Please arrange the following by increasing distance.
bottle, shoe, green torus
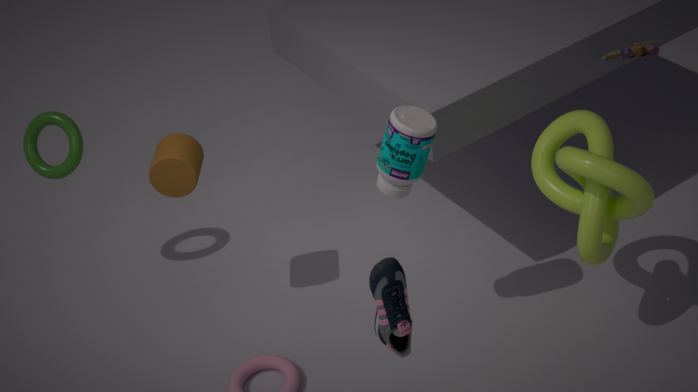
shoe
bottle
green torus
